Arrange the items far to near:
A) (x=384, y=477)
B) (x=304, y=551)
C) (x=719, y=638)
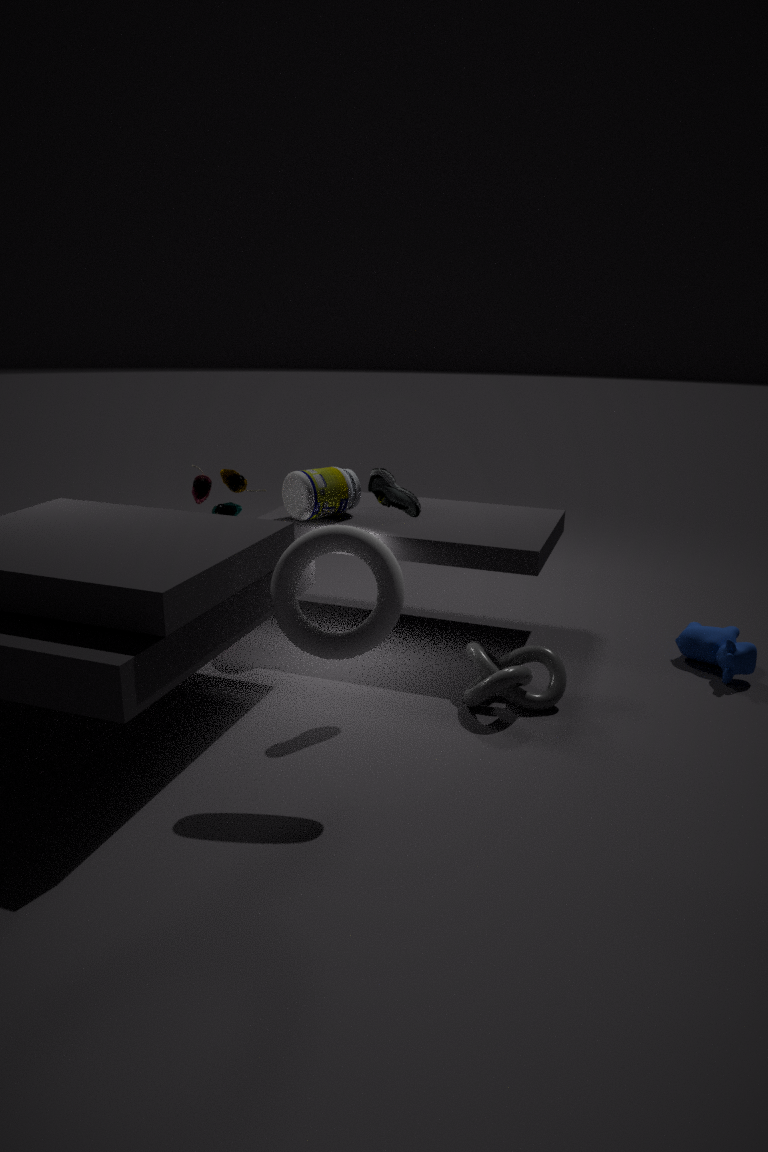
(x=719, y=638)
(x=384, y=477)
(x=304, y=551)
